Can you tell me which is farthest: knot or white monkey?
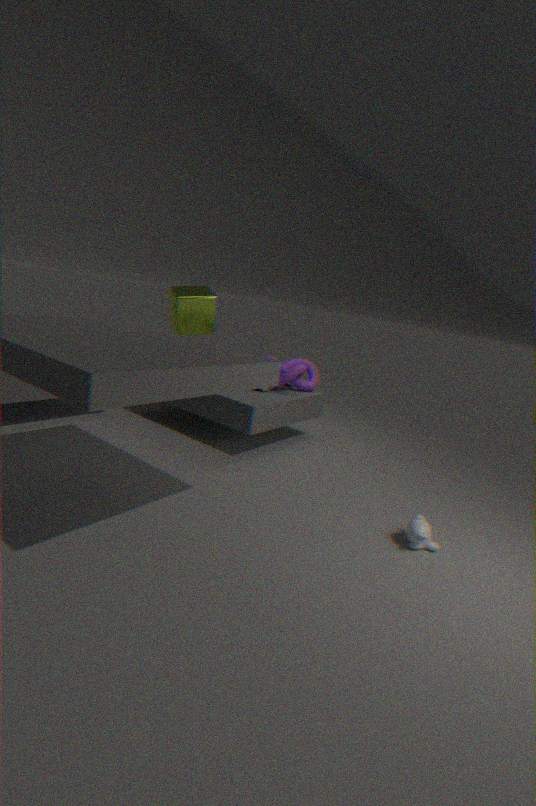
knot
